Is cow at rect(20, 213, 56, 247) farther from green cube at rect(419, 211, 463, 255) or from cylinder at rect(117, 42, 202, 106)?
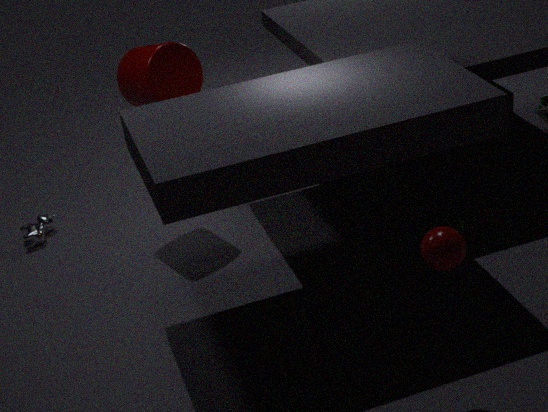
green cube at rect(419, 211, 463, 255)
